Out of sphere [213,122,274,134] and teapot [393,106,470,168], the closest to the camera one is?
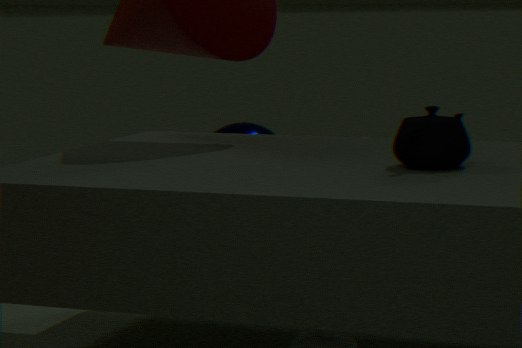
teapot [393,106,470,168]
